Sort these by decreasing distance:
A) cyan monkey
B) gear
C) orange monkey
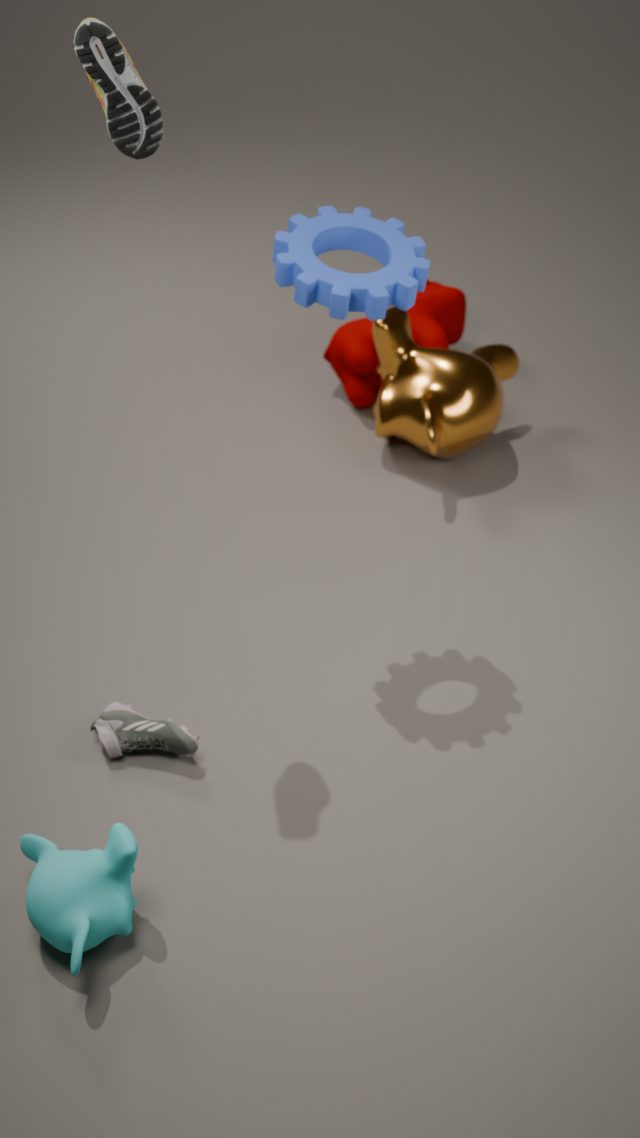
orange monkey < gear < cyan monkey
